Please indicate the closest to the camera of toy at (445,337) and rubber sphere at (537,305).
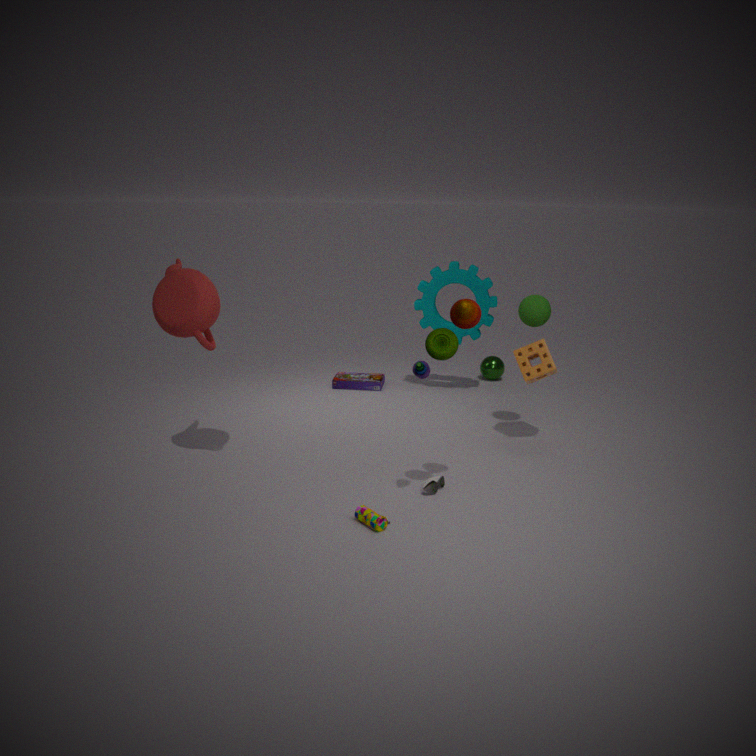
toy at (445,337)
